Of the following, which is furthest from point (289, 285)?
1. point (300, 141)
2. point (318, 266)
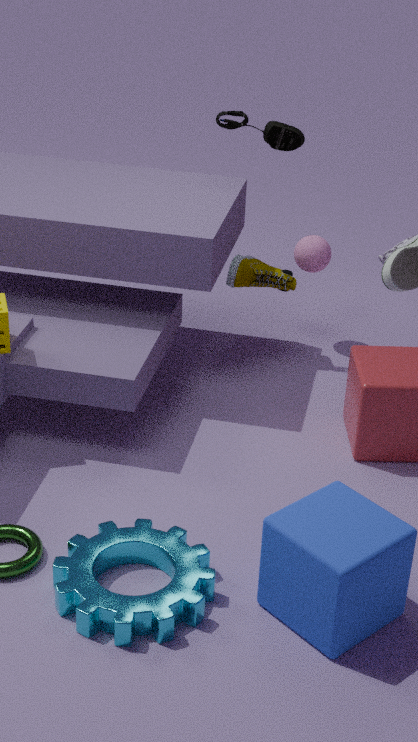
point (300, 141)
